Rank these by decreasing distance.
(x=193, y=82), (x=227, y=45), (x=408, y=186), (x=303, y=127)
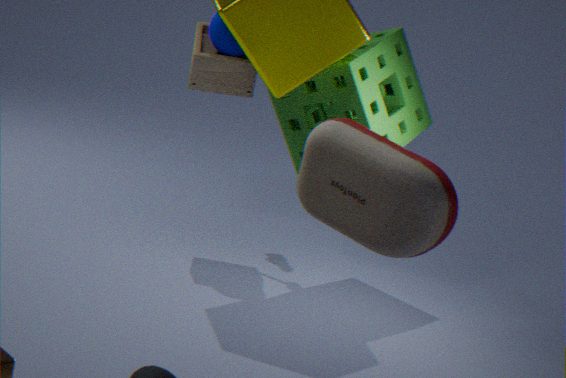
(x=193, y=82) < (x=303, y=127) < (x=227, y=45) < (x=408, y=186)
